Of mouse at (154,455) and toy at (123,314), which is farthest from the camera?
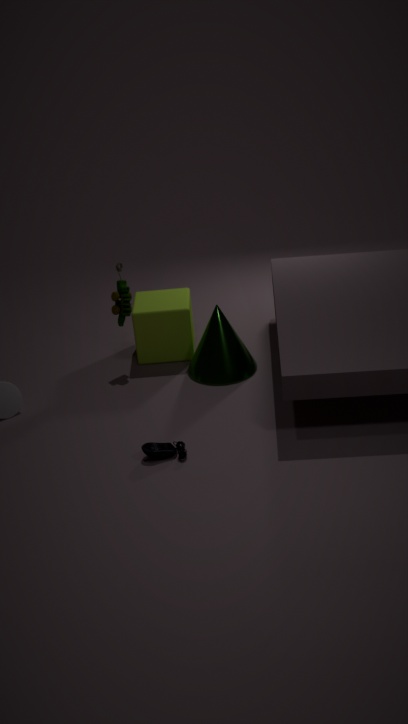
toy at (123,314)
